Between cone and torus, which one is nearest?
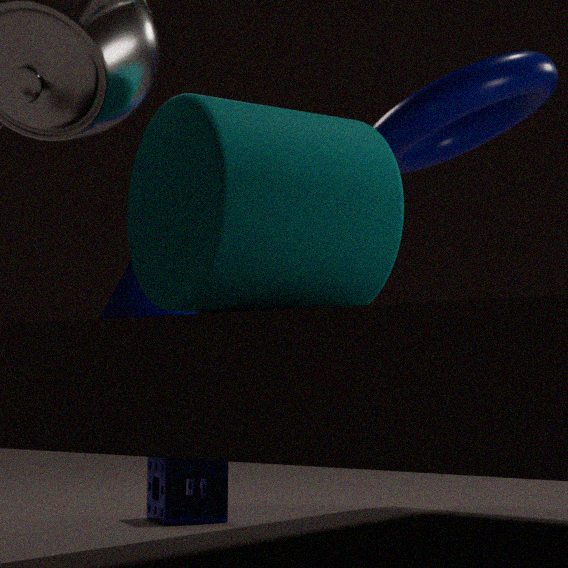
cone
